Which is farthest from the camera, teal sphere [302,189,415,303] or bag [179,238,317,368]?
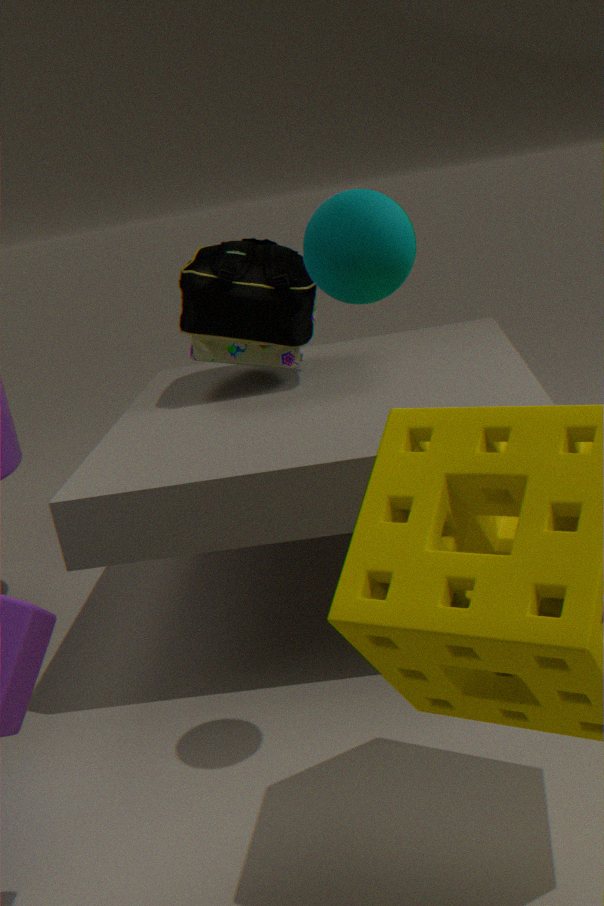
bag [179,238,317,368]
